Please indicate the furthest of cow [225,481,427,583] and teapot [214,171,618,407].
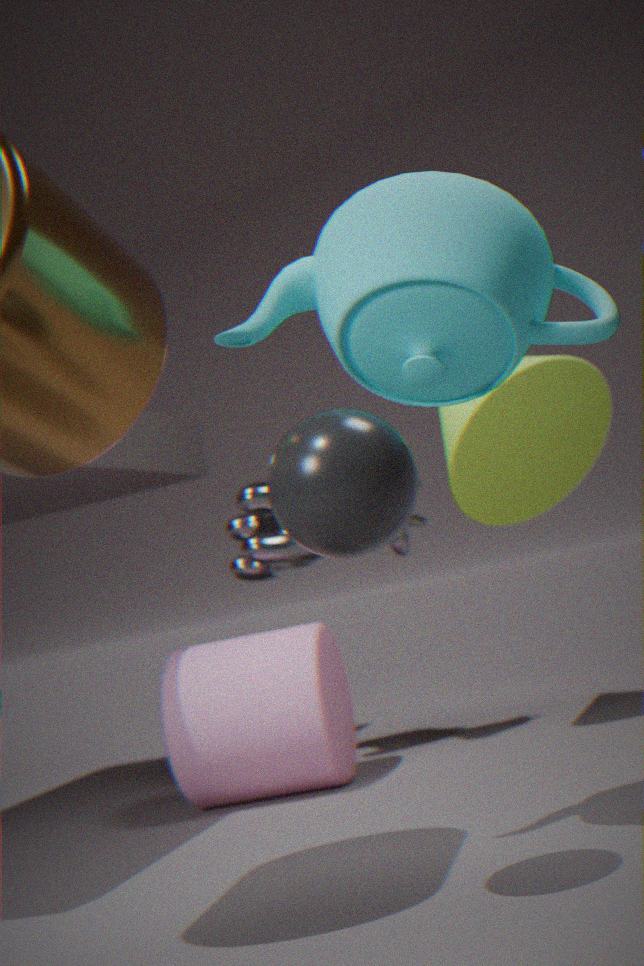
cow [225,481,427,583]
